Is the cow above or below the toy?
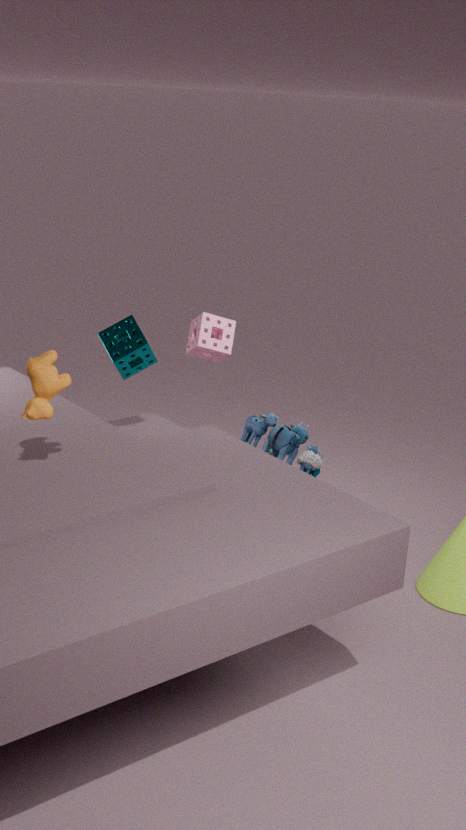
above
